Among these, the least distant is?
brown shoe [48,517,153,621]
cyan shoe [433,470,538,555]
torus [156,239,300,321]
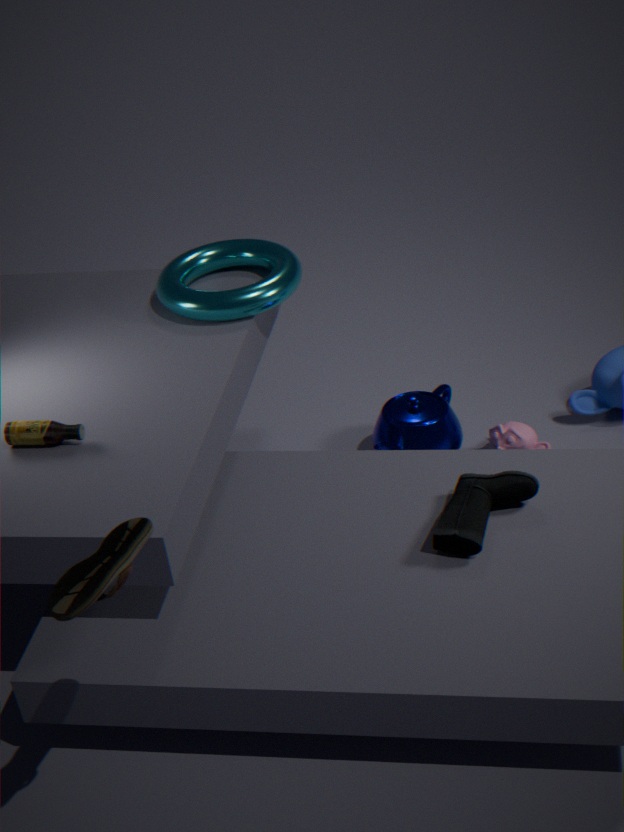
brown shoe [48,517,153,621]
